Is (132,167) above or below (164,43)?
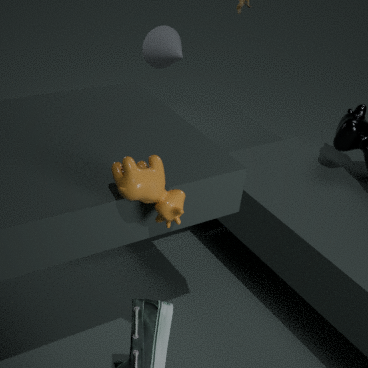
above
